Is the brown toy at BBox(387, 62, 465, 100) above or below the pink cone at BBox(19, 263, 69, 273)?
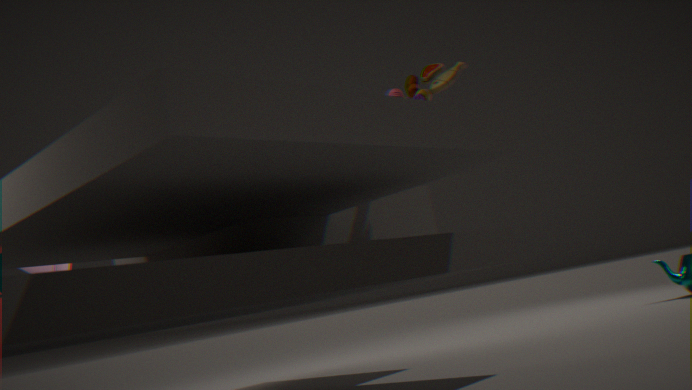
above
